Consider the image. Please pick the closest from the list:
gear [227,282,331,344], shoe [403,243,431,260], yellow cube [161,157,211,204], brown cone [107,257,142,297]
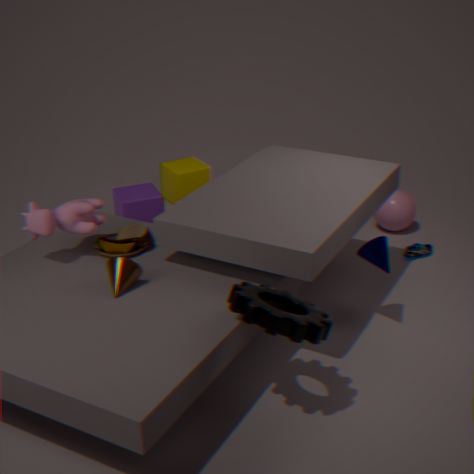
gear [227,282,331,344]
